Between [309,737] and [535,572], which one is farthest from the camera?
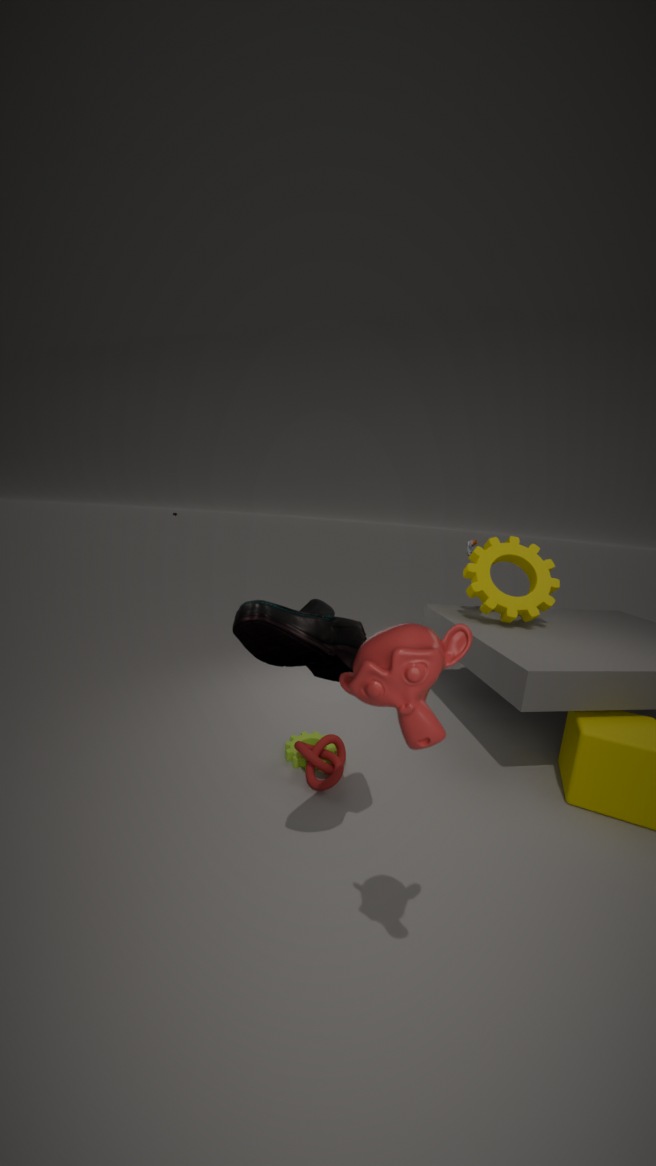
[535,572]
